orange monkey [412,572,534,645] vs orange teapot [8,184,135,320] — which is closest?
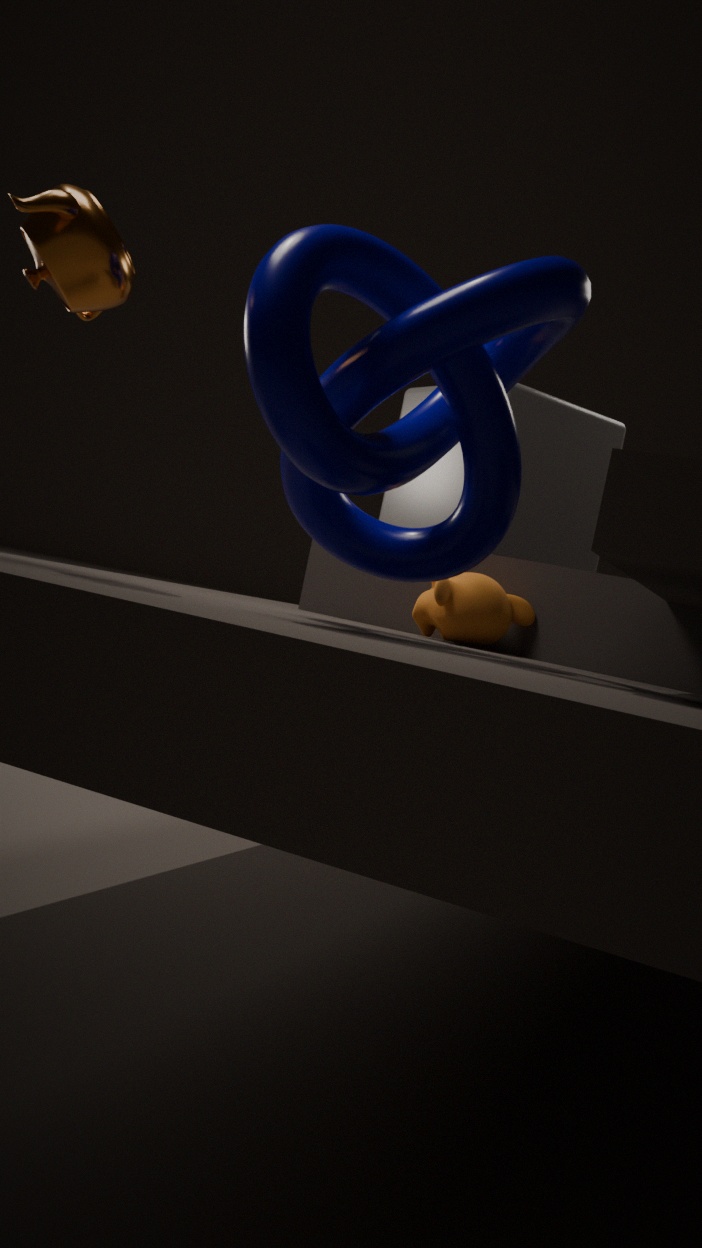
orange teapot [8,184,135,320]
